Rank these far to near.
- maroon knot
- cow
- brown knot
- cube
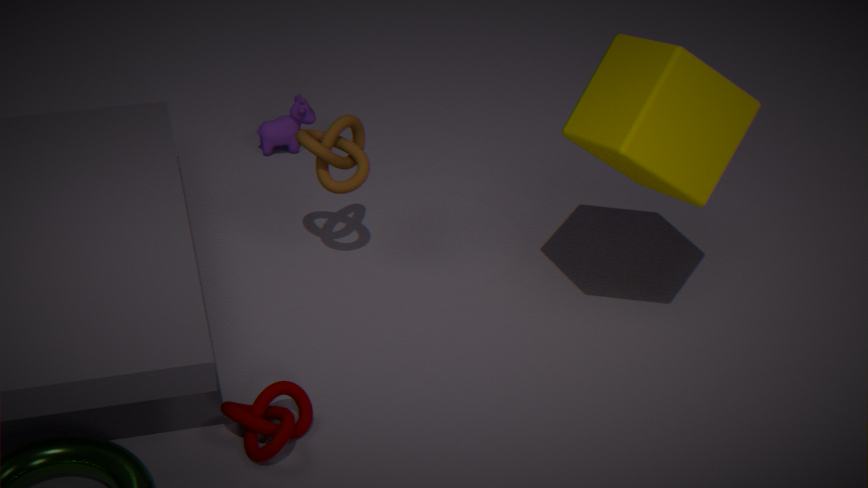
cow < brown knot < cube < maroon knot
